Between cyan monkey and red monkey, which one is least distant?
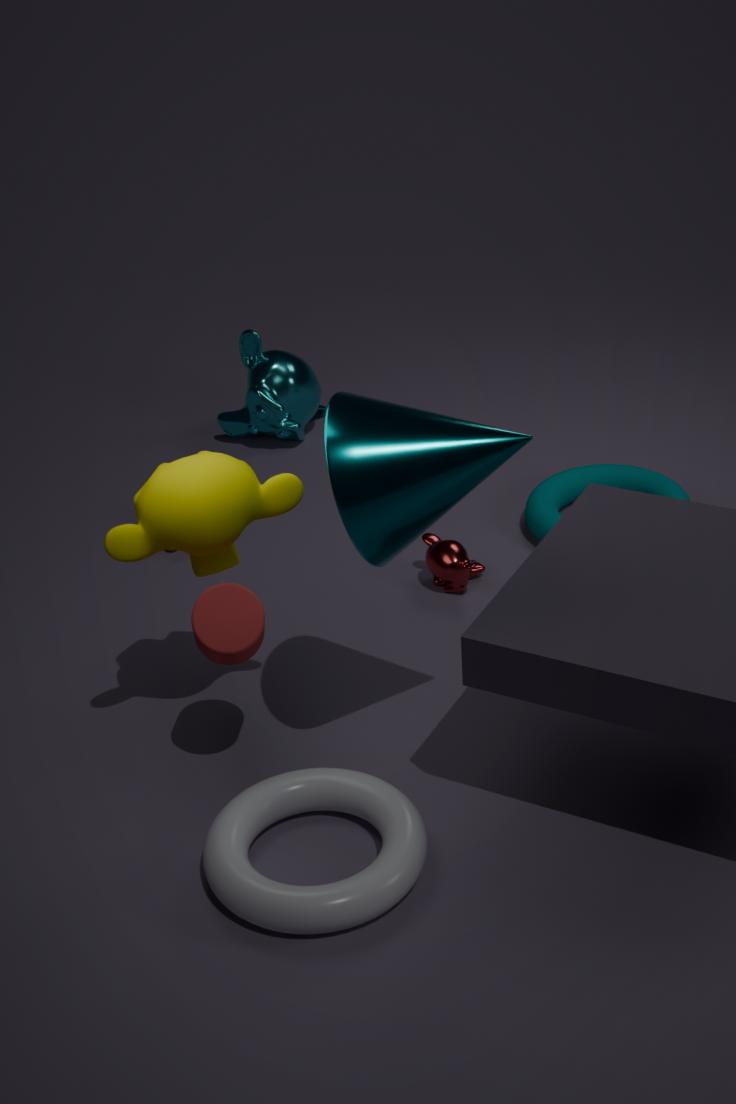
red monkey
